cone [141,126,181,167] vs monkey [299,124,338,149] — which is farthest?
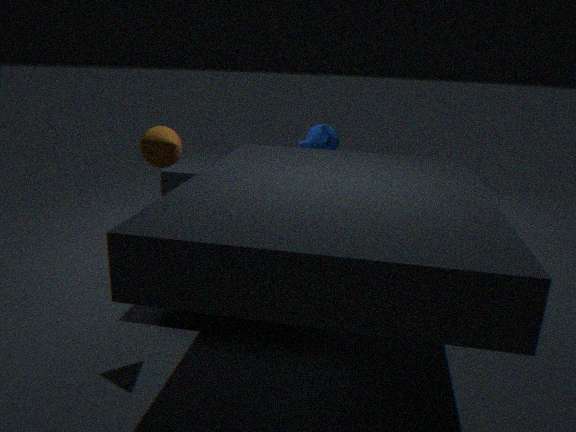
monkey [299,124,338,149]
